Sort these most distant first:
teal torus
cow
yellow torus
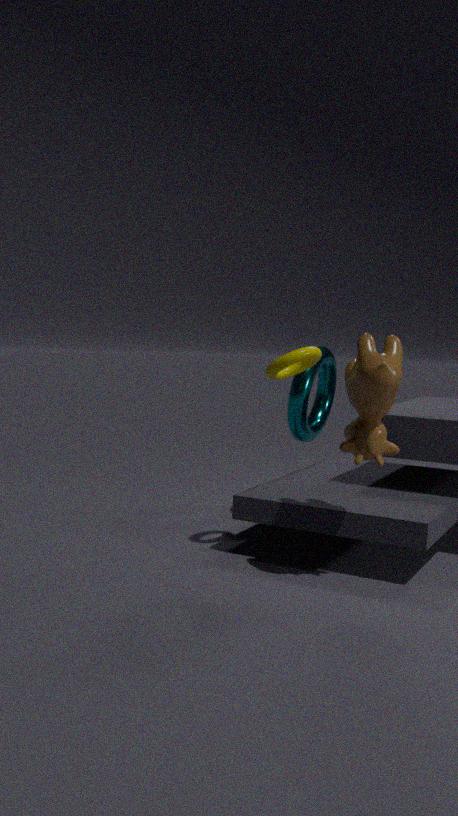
teal torus < yellow torus < cow
